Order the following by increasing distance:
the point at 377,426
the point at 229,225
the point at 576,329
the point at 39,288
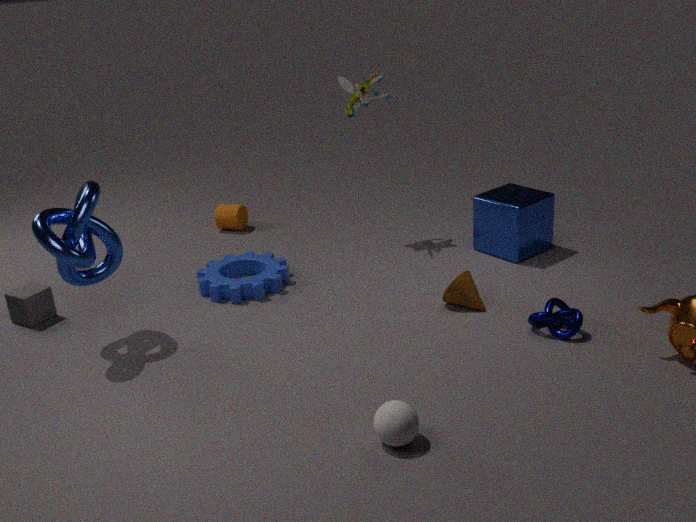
the point at 377,426 → the point at 576,329 → the point at 39,288 → the point at 229,225
